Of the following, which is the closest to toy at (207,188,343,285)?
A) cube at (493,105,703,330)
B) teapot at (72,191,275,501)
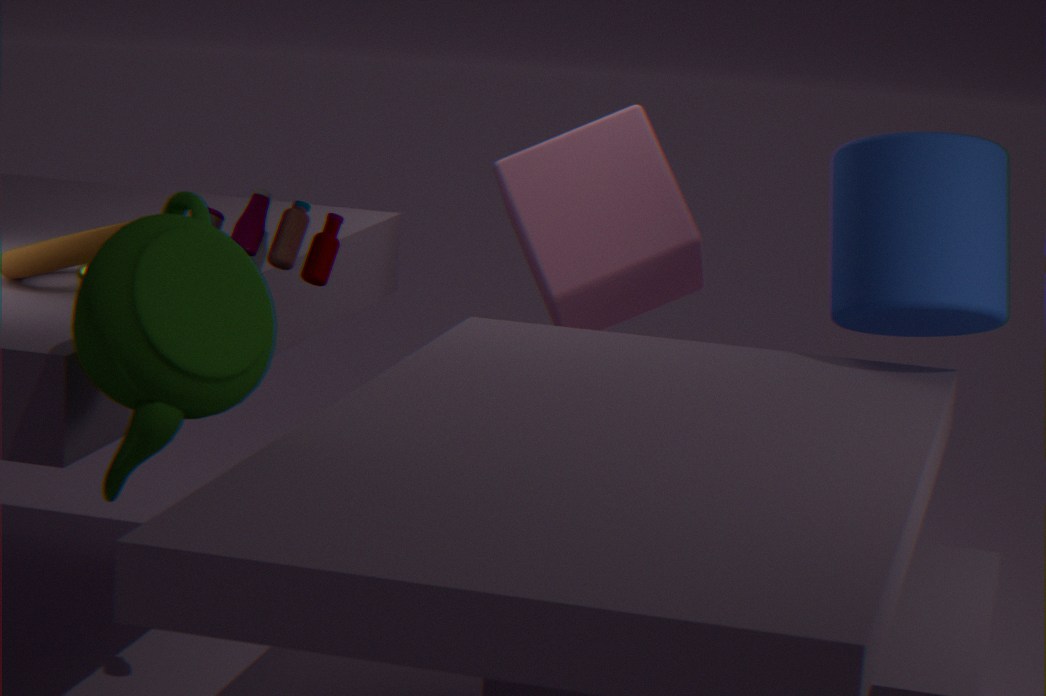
teapot at (72,191,275,501)
